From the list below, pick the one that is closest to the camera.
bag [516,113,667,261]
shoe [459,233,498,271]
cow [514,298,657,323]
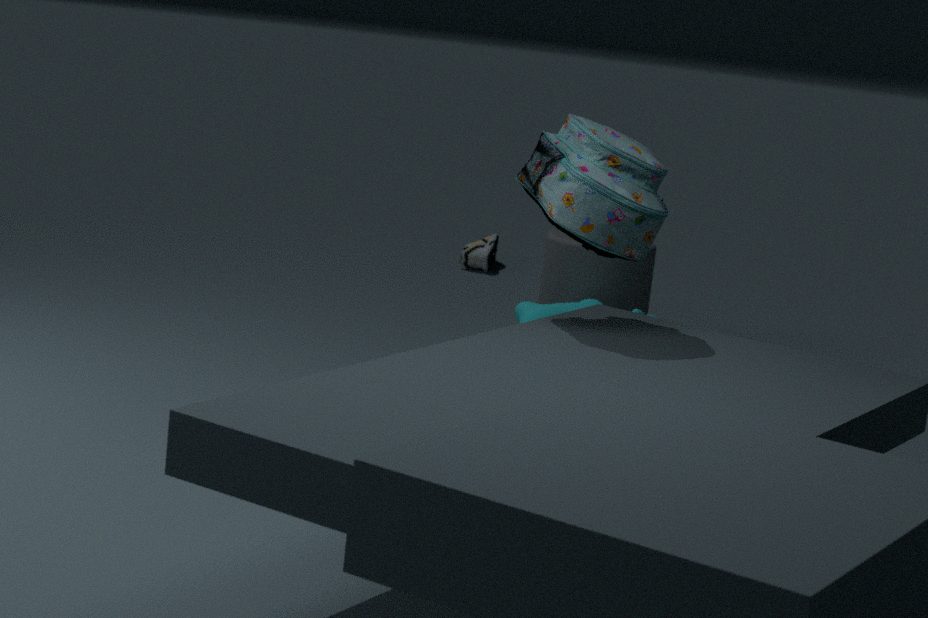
bag [516,113,667,261]
